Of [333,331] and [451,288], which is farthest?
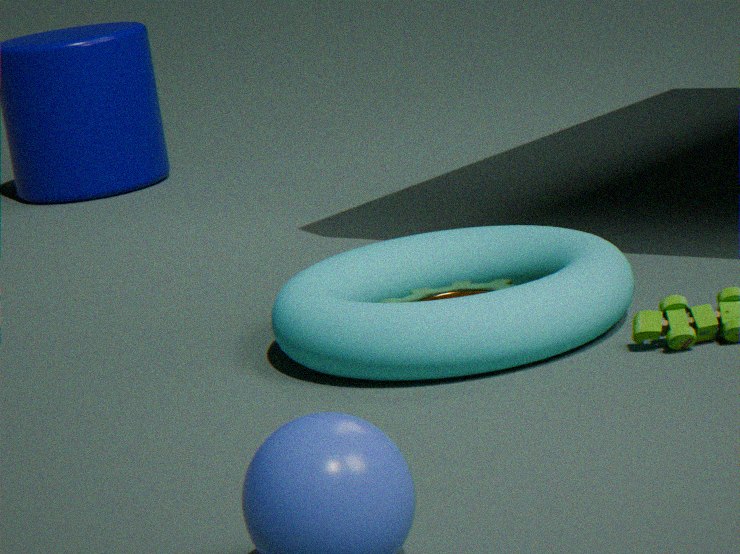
[451,288]
